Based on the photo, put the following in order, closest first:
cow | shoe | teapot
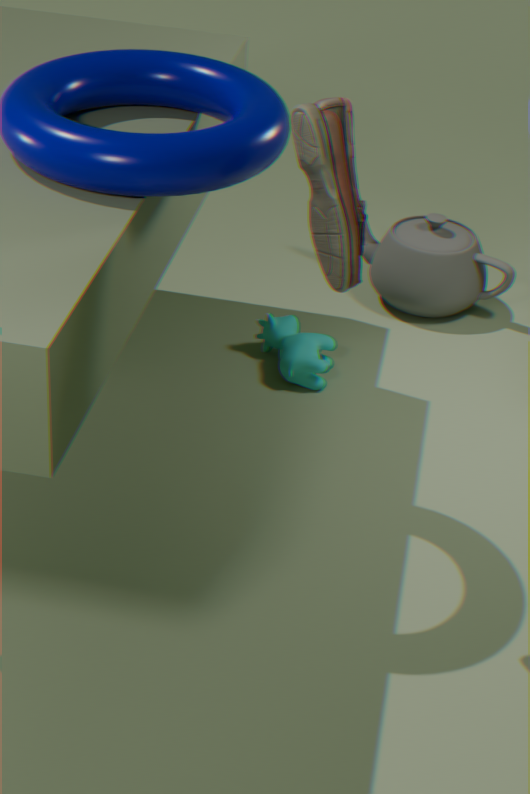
shoe < cow < teapot
